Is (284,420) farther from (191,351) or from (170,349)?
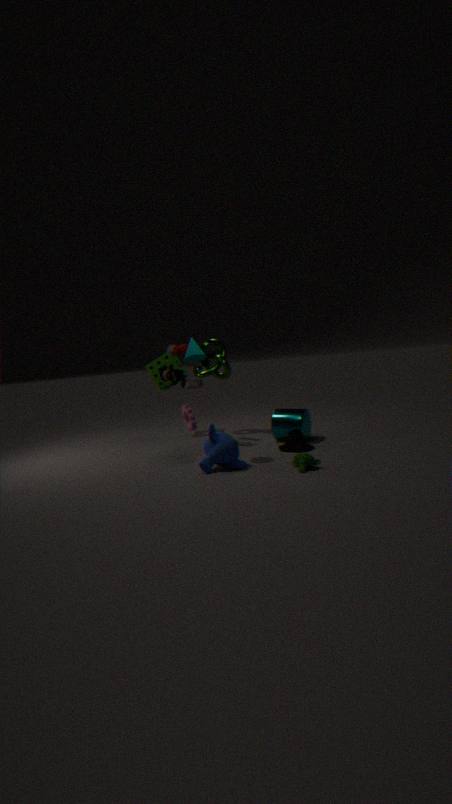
(191,351)
